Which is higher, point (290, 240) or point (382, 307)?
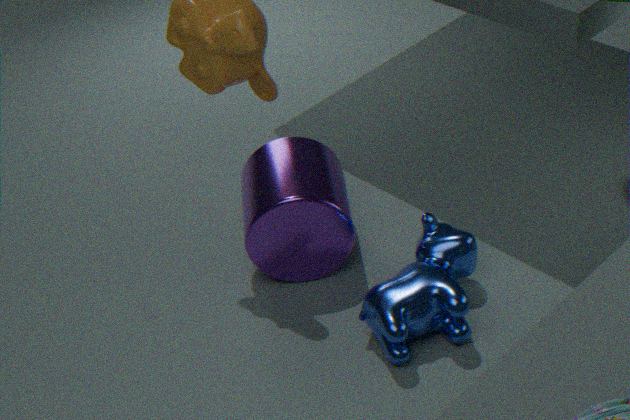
point (290, 240)
